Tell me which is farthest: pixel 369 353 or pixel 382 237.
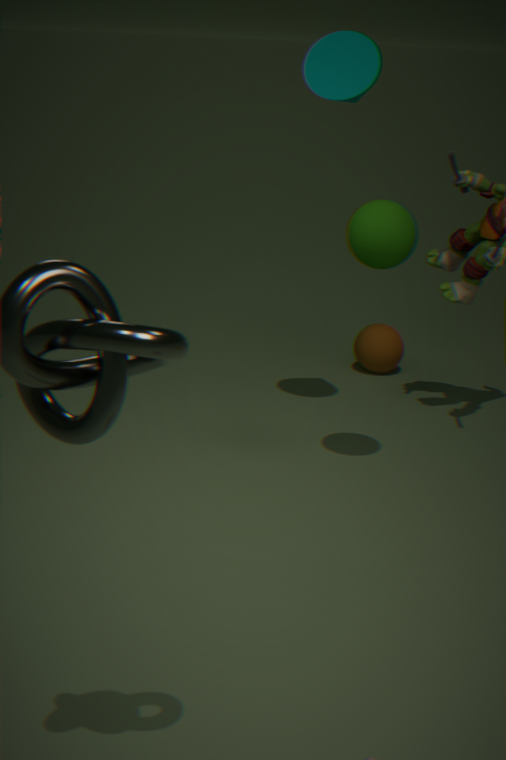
pixel 369 353
